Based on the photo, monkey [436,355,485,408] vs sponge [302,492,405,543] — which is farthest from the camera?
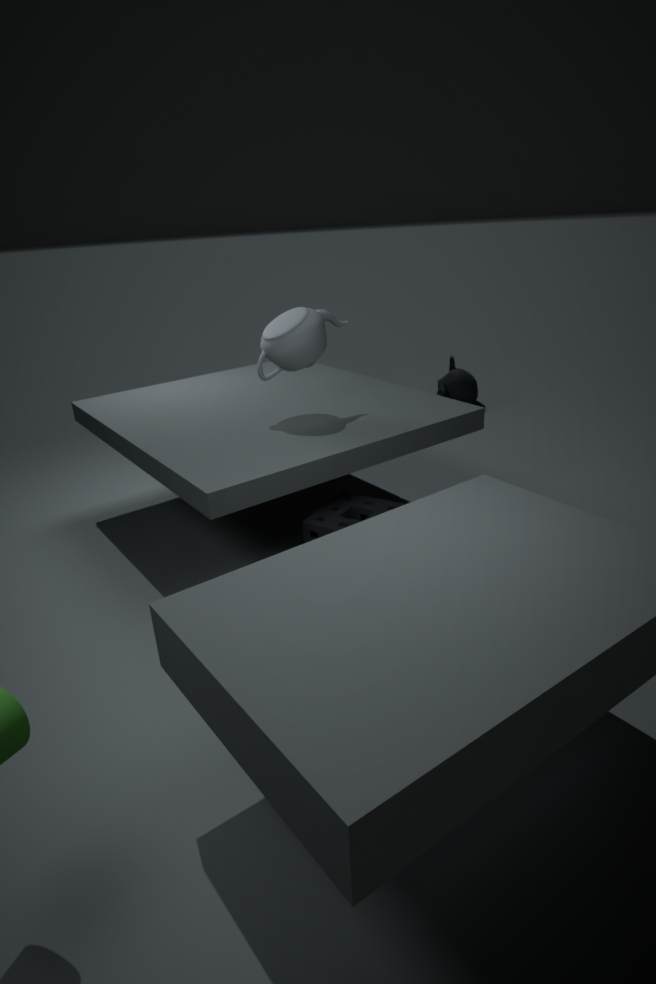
monkey [436,355,485,408]
